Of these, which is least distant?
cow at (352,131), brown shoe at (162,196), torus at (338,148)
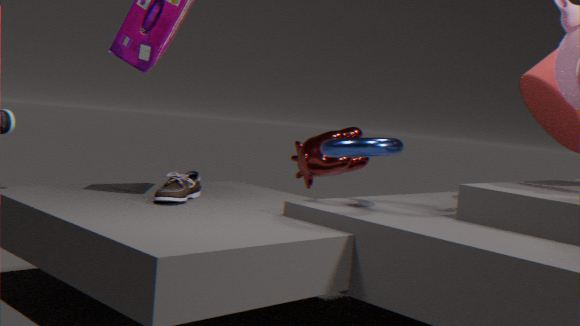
torus at (338,148)
